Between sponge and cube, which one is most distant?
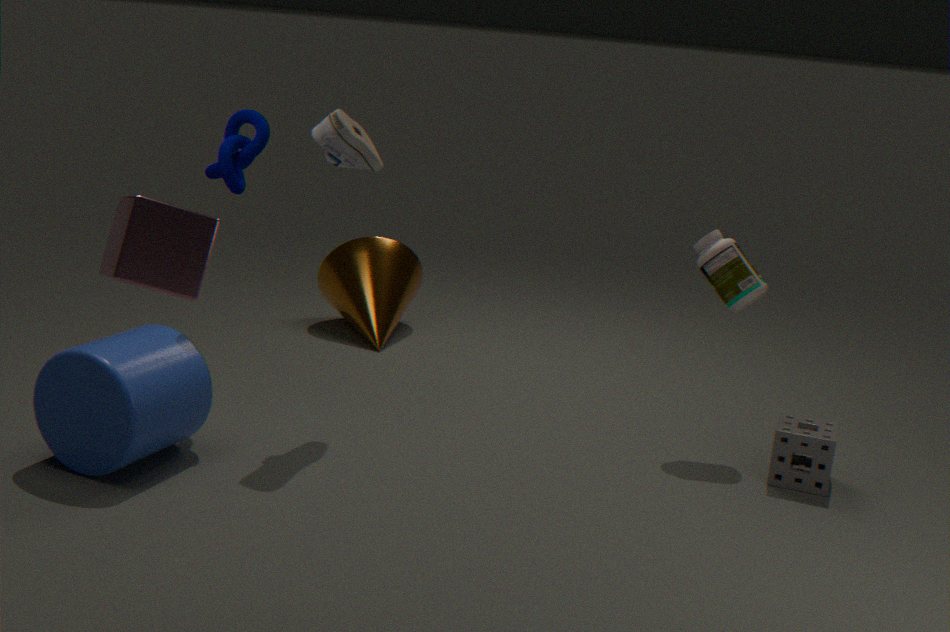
sponge
